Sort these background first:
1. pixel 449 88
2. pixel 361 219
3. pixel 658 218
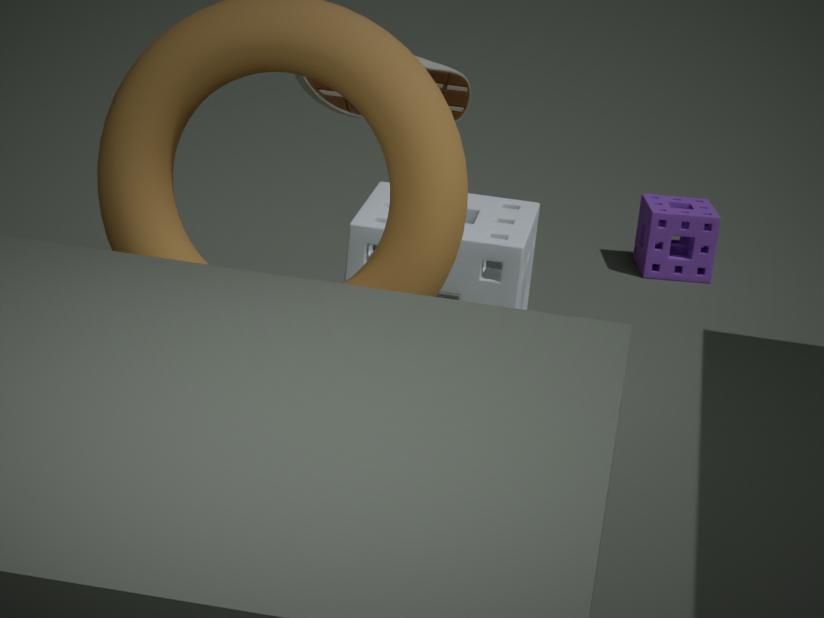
pixel 658 218
pixel 361 219
pixel 449 88
